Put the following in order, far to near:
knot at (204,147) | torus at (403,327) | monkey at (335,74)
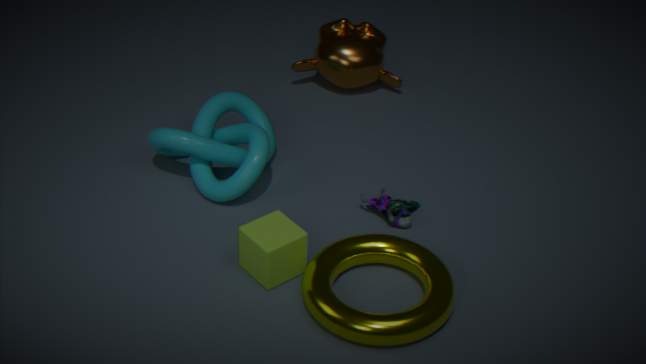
monkey at (335,74), knot at (204,147), torus at (403,327)
